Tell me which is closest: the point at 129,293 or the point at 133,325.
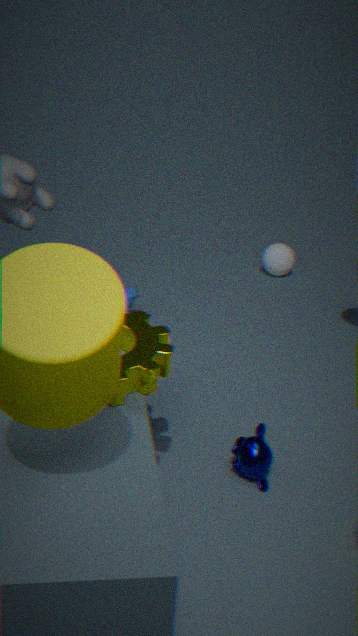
the point at 133,325
